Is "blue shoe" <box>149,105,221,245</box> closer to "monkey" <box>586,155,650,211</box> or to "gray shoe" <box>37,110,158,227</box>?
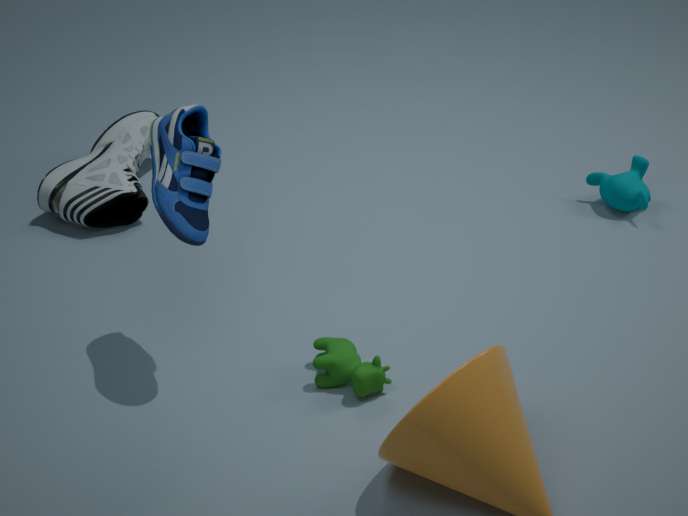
"gray shoe" <box>37,110,158,227</box>
